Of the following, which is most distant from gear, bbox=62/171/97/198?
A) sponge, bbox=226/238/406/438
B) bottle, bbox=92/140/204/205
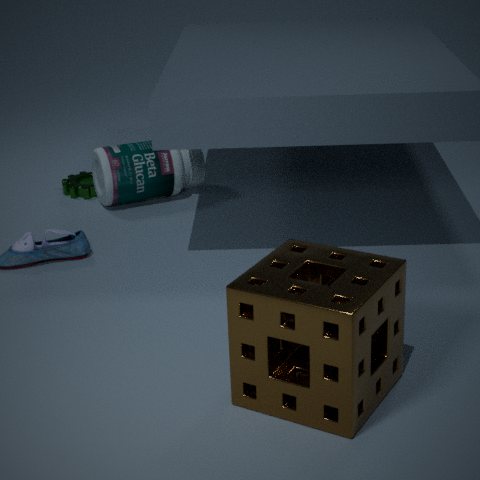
sponge, bbox=226/238/406/438
